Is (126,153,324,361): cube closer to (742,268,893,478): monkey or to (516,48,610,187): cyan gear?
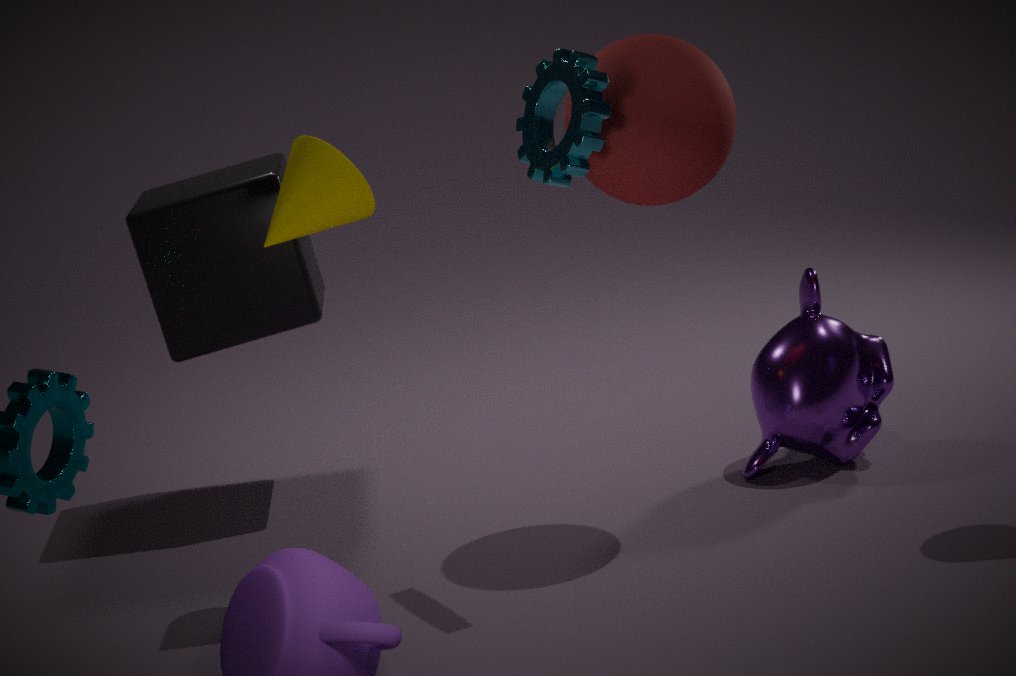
(516,48,610,187): cyan gear
